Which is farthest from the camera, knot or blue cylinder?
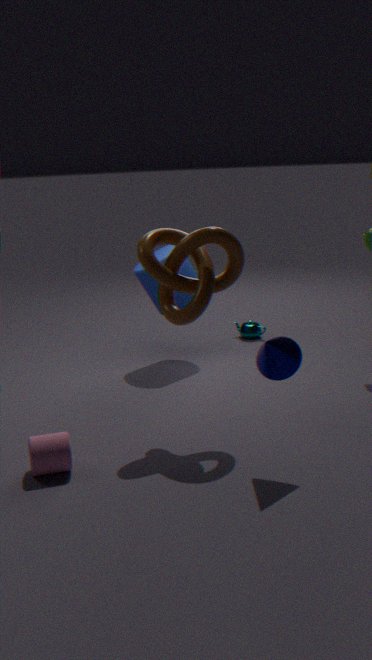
blue cylinder
